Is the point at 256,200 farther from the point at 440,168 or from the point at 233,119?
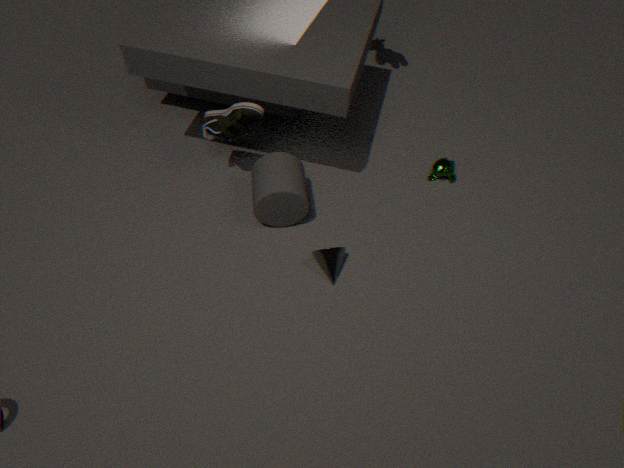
the point at 440,168
